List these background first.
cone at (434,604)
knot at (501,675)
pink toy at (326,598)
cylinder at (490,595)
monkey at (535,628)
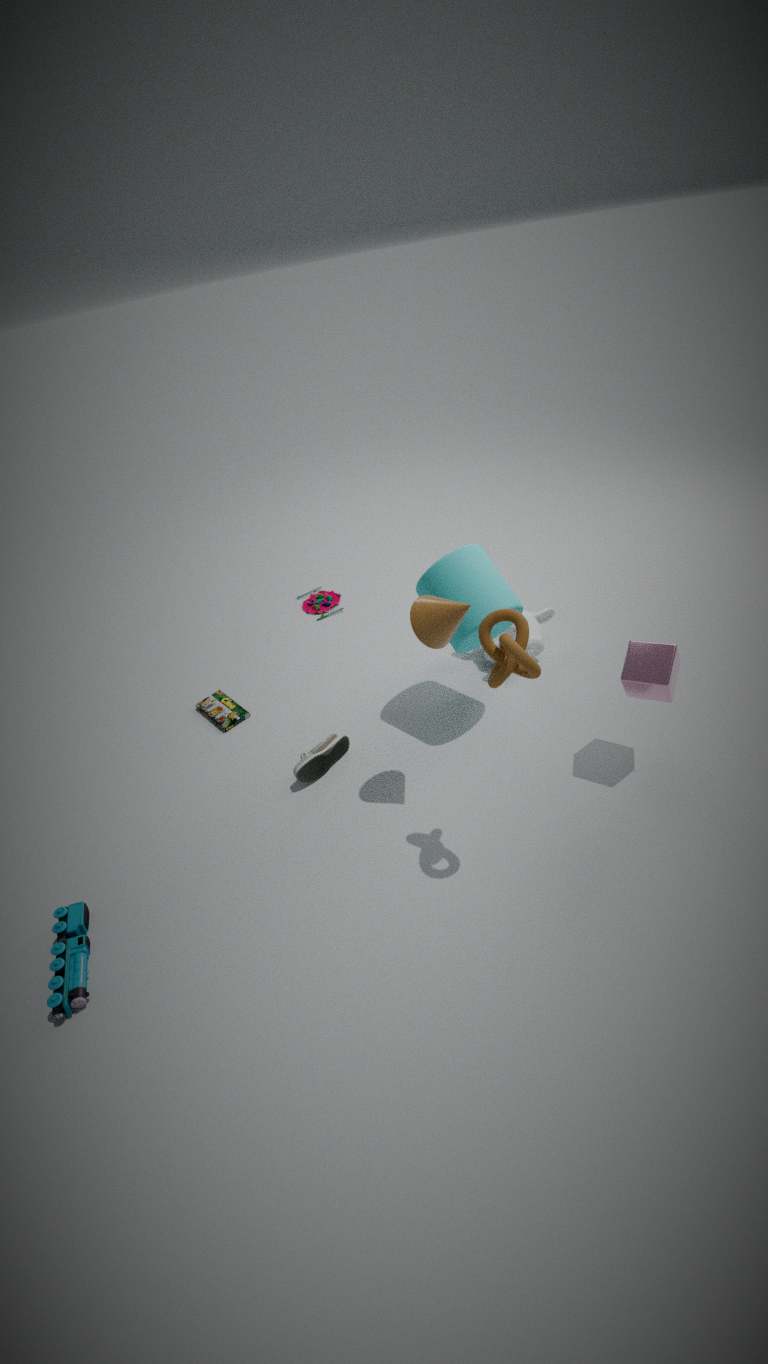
pink toy at (326,598) < monkey at (535,628) < cylinder at (490,595) < cone at (434,604) < knot at (501,675)
